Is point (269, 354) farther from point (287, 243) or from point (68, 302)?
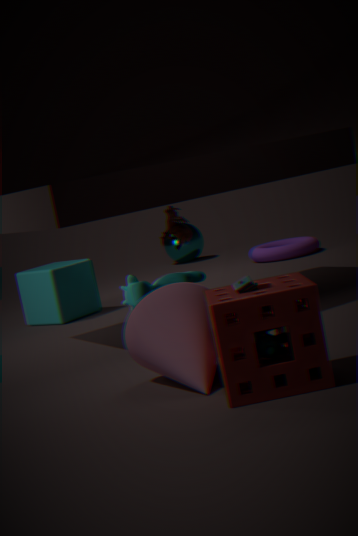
point (287, 243)
